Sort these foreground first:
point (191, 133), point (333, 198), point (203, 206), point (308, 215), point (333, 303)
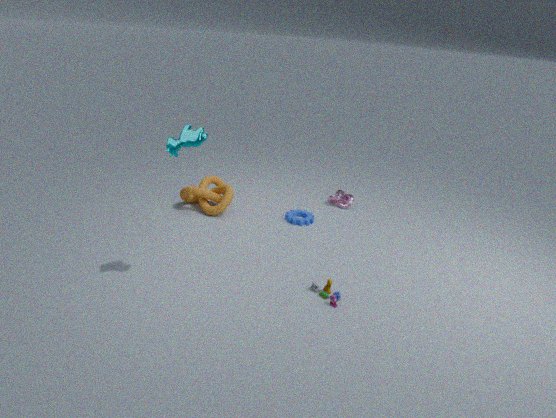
point (191, 133) < point (333, 303) < point (203, 206) < point (308, 215) < point (333, 198)
